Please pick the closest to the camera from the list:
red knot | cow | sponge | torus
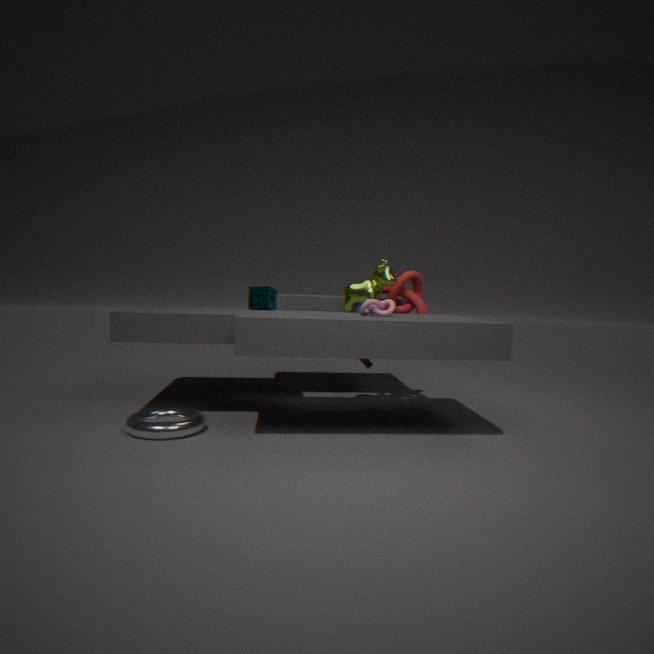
torus
